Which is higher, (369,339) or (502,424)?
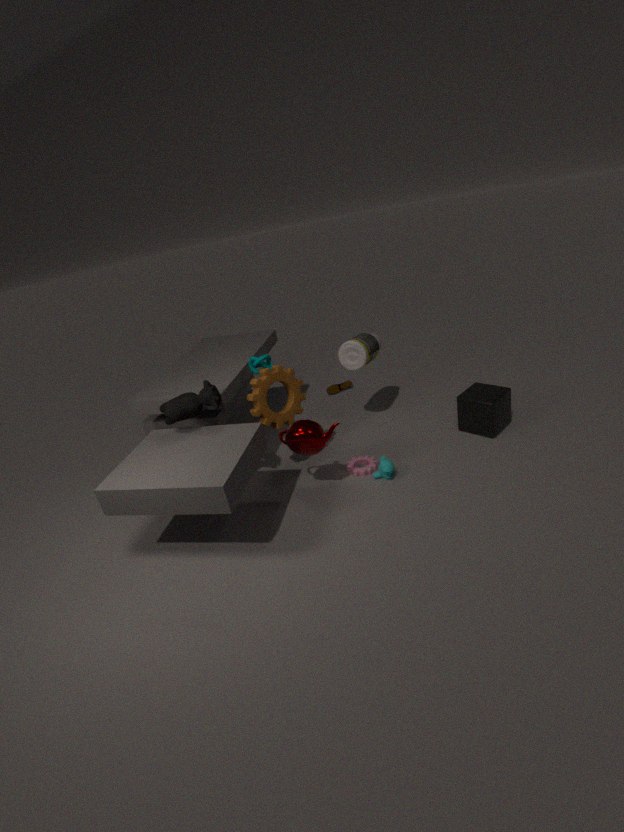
(369,339)
